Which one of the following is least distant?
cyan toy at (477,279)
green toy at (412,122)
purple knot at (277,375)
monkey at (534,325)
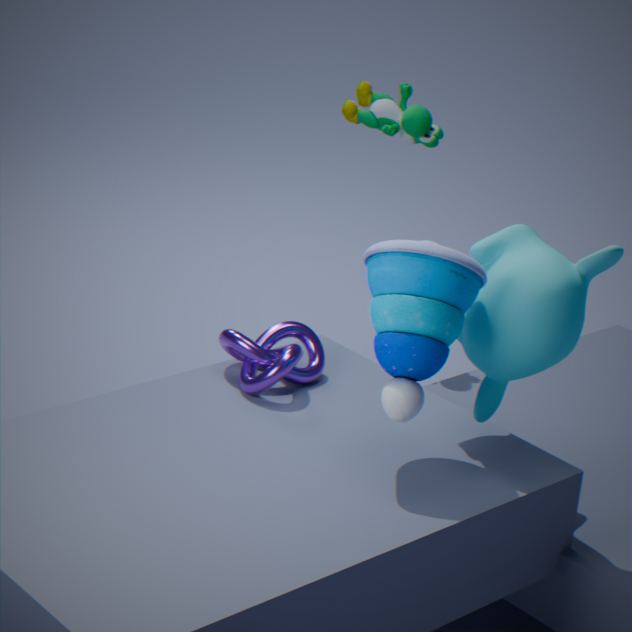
cyan toy at (477,279)
